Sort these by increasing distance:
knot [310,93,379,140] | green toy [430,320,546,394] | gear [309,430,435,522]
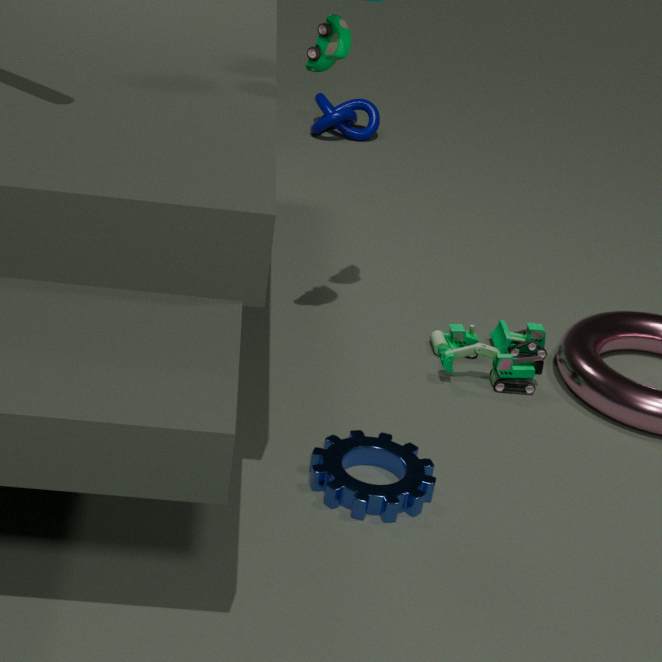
1. gear [309,430,435,522]
2. green toy [430,320,546,394]
3. knot [310,93,379,140]
